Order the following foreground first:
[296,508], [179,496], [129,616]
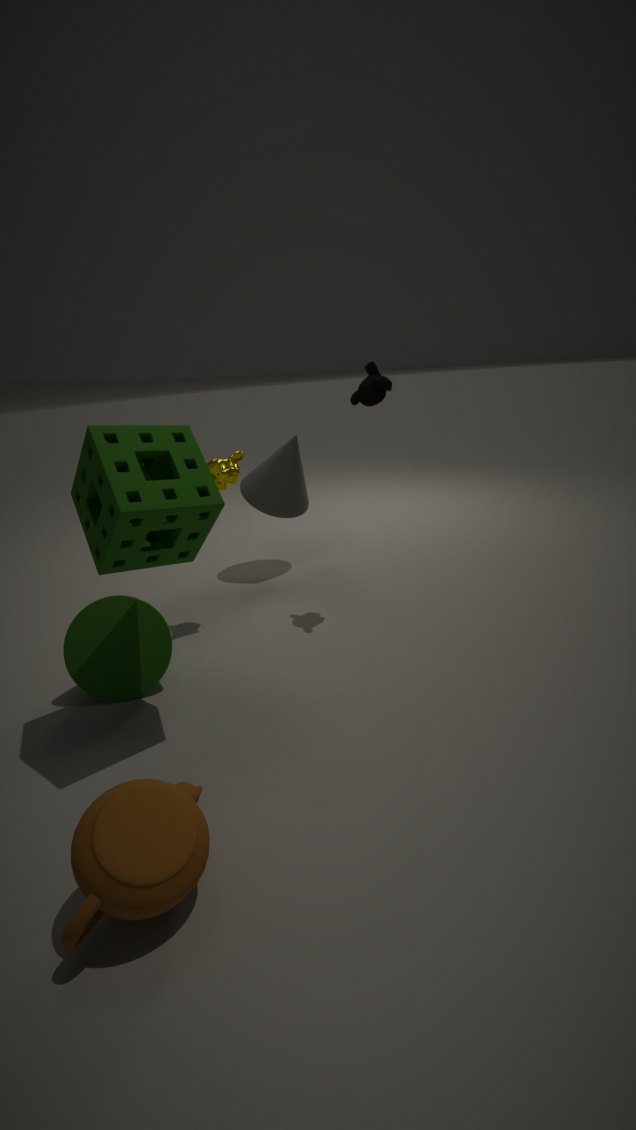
[179,496]
[129,616]
[296,508]
